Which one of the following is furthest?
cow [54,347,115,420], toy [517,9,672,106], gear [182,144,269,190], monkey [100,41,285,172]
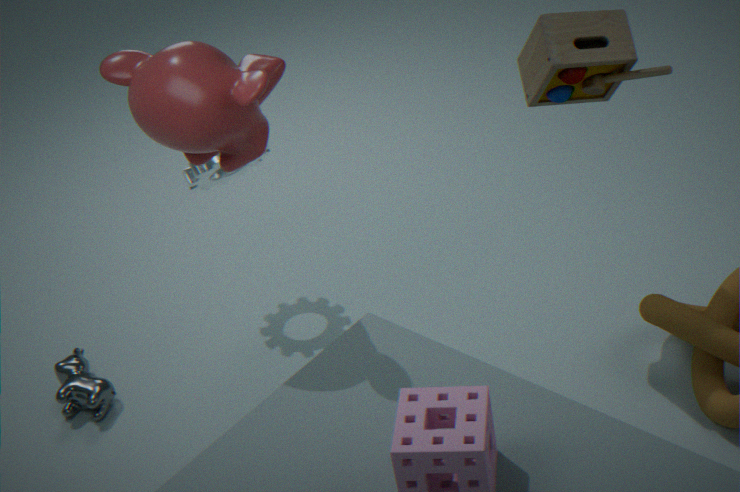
gear [182,144,269,190]
